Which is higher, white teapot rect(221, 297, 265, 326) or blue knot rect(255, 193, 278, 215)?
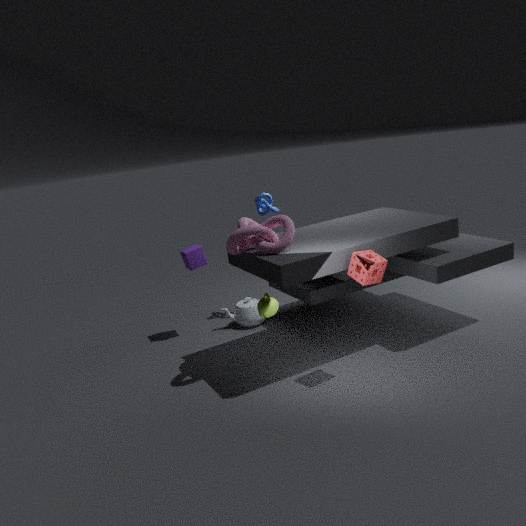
blue knot rect(255, 193, 278, 215)
